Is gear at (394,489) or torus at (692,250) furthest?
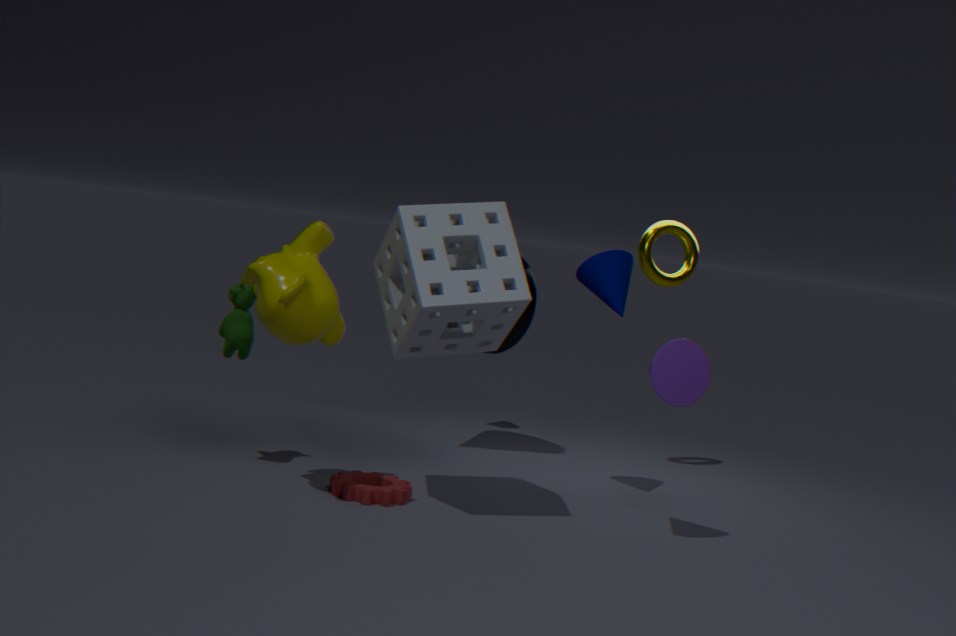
torus at (692,250)
